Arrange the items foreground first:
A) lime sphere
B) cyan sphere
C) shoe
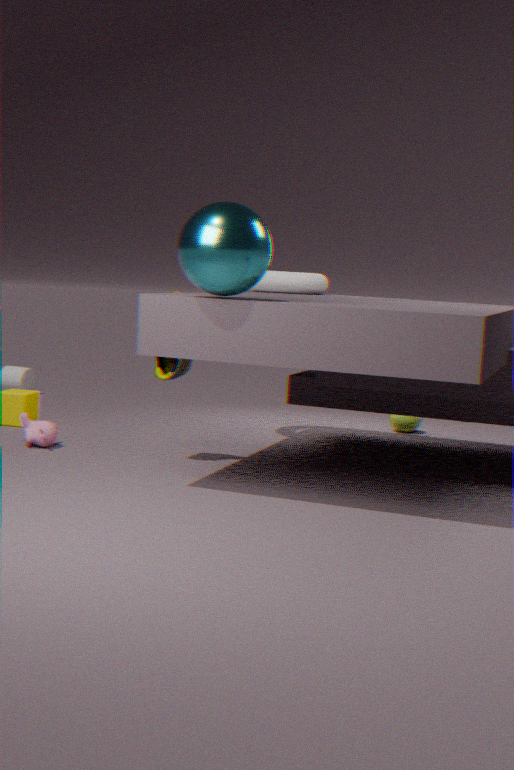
cyan sphere
shoe
lime sphere
